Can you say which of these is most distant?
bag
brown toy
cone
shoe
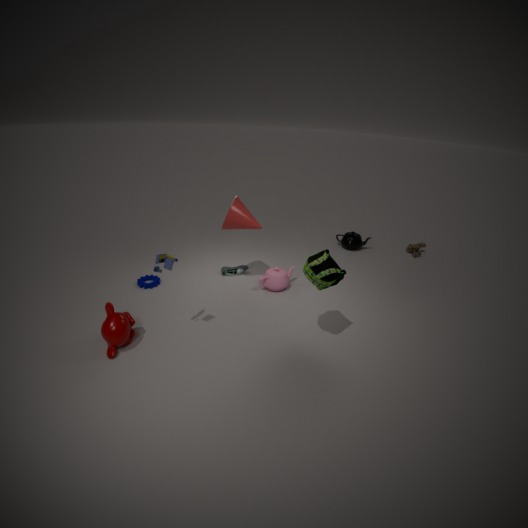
brown toy
